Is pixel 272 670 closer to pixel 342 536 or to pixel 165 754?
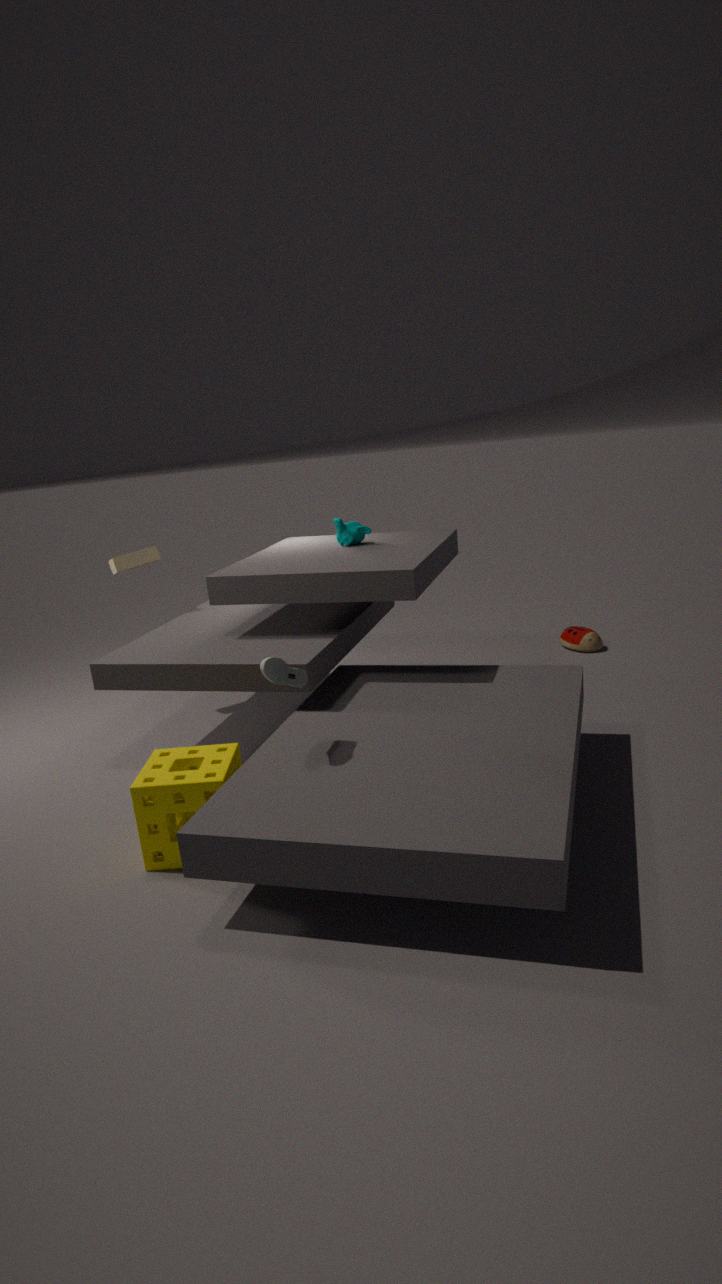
pixel 165 754
